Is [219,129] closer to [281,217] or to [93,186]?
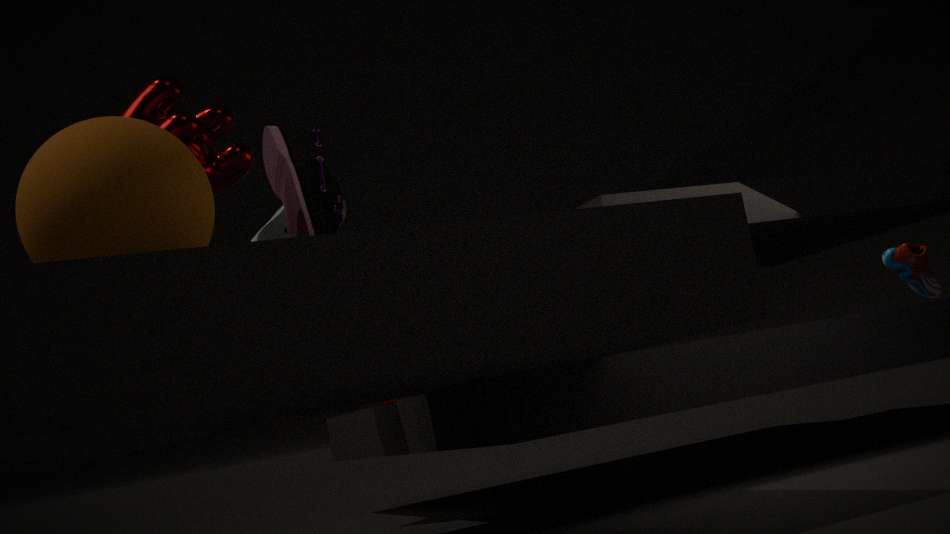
[93,186]
